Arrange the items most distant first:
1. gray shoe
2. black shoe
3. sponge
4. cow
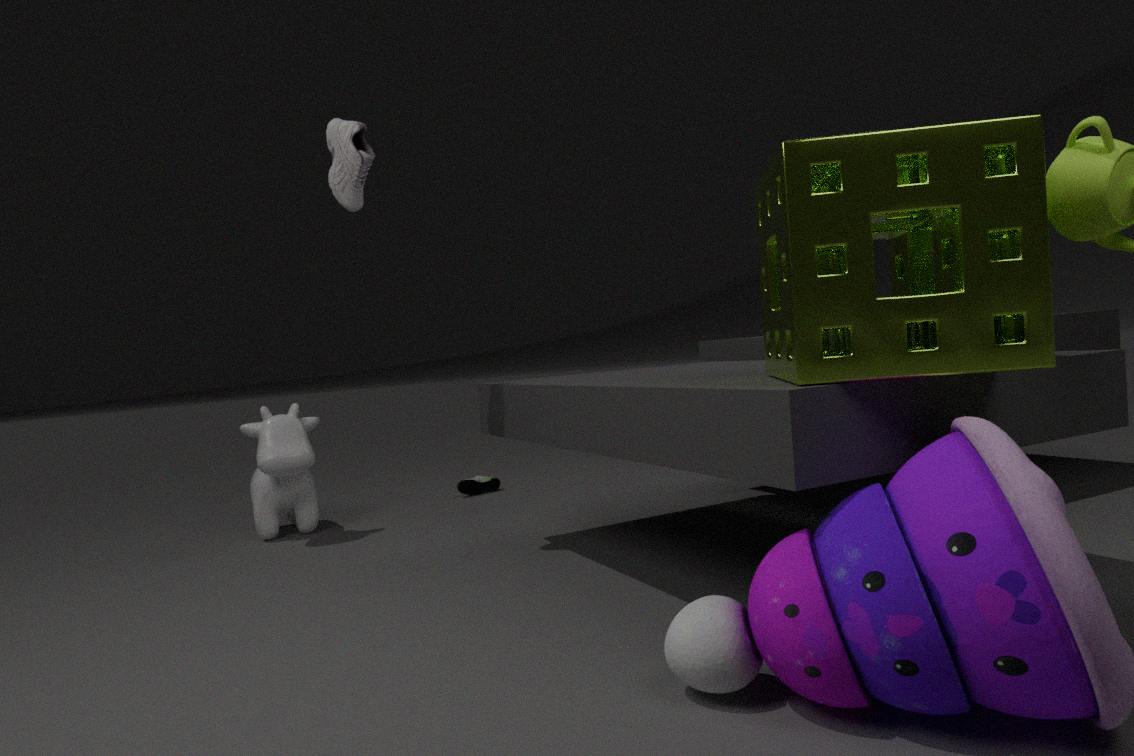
black shoe, cow, gray shoe, sponge
